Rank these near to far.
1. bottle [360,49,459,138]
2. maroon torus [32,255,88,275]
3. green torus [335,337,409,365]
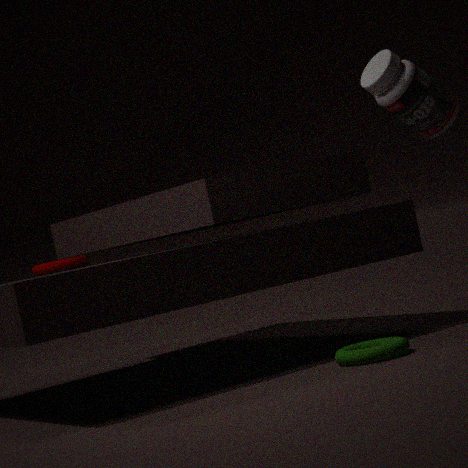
green torus [335,337,409,365], bottle [360,49,459,138], maroon torus [32,255,88,275]
